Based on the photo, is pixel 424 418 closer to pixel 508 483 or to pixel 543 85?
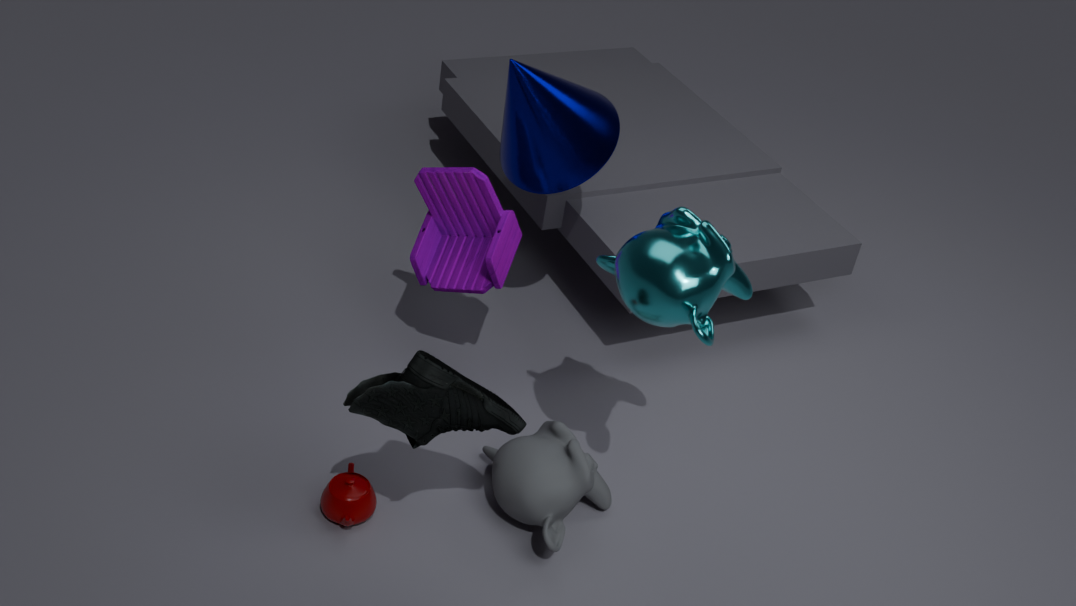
pixel 508 483
